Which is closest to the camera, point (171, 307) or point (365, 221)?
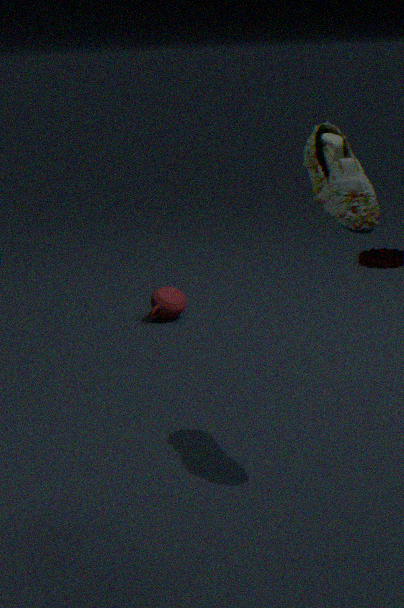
point (365, 221)
